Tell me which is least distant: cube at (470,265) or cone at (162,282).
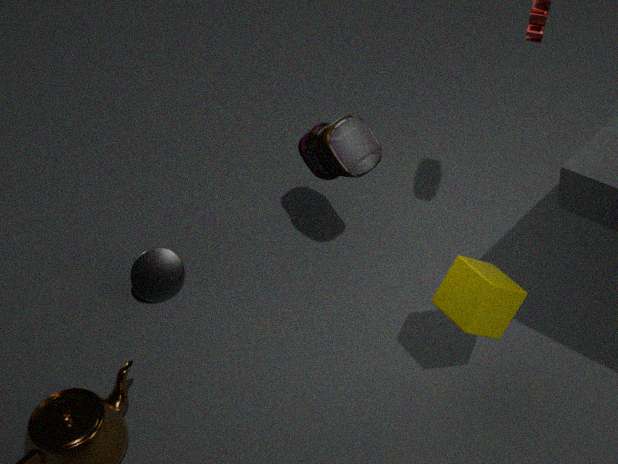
cube at (470,265)
